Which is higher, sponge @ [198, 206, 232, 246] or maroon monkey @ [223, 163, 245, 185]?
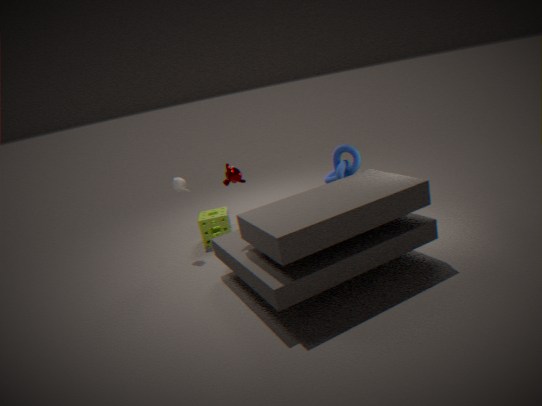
maroon monkey @ [223, 163, 245, 185]
